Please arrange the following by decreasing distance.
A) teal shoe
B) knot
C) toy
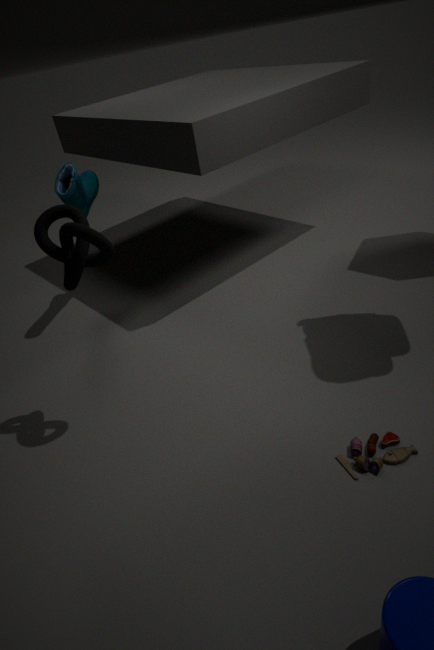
teal shoe < knot < toy
